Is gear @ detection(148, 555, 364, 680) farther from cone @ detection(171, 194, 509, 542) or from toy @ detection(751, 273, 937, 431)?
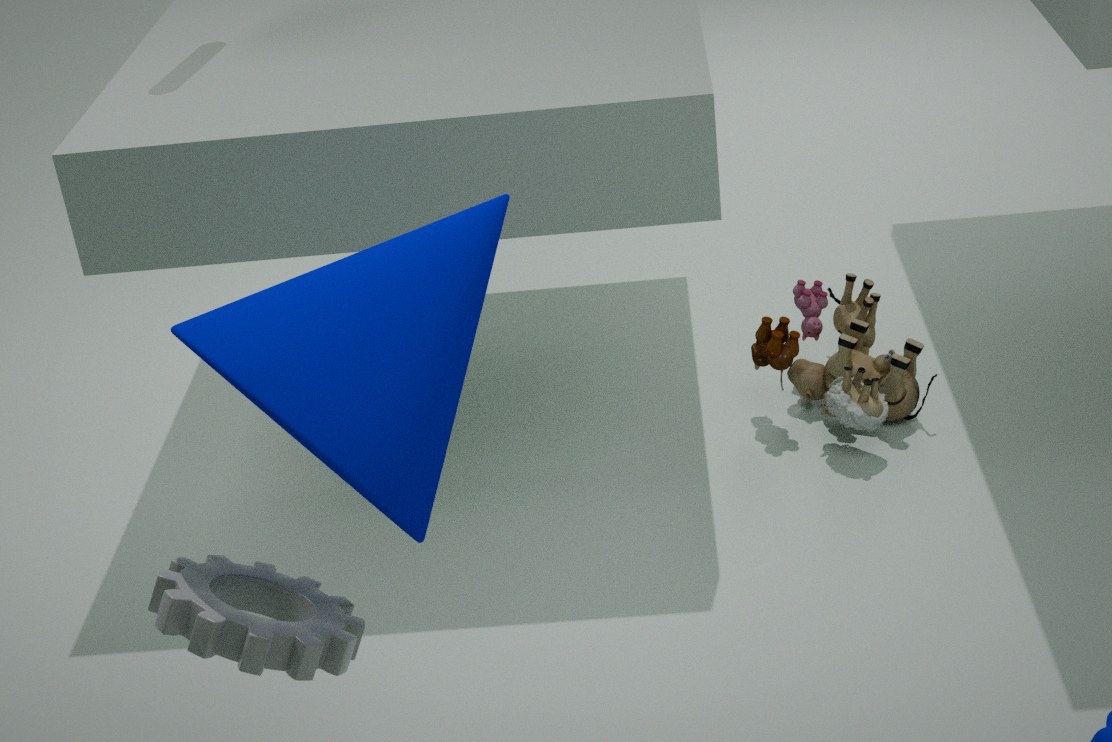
toy @ detection(751, 273, 937, 431)
